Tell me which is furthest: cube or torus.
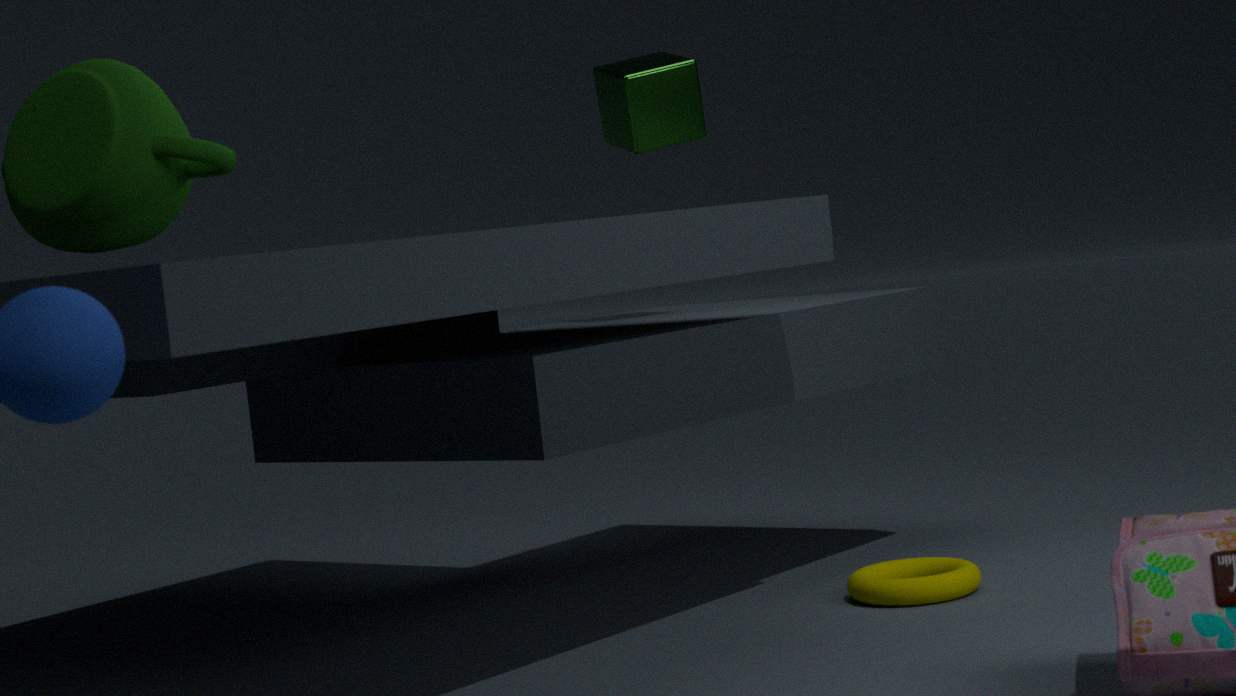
cube
